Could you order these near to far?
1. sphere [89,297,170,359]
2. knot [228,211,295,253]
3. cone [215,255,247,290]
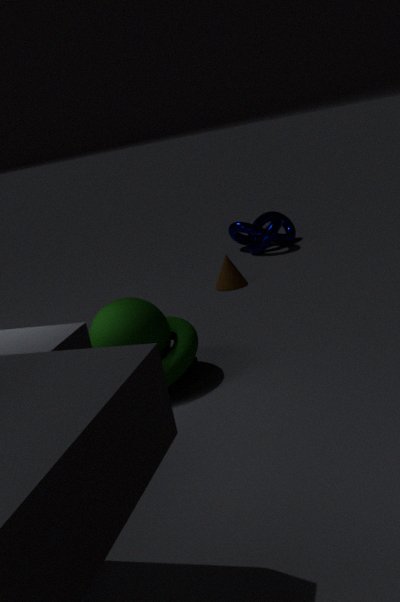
sphere [89,297,170,359], cone [215,255,247,290], knot [228,211,295,253]
